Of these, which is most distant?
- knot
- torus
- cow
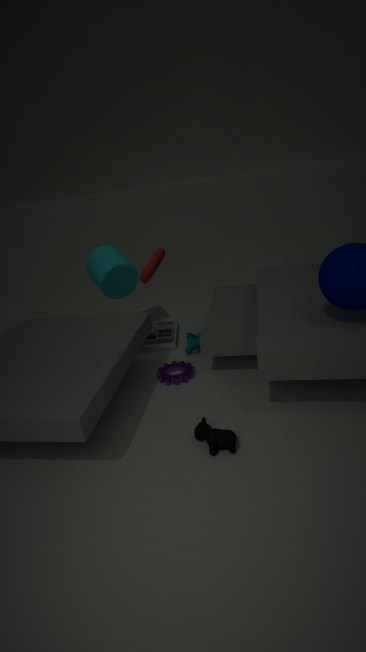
knot
